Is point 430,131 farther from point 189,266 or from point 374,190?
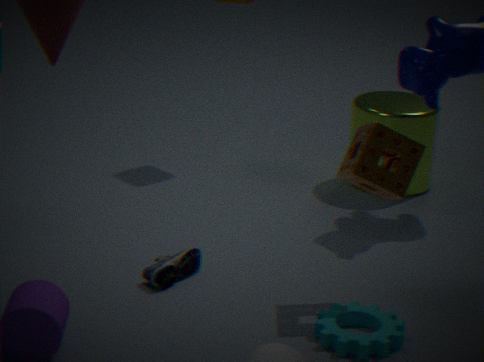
point 189,266
